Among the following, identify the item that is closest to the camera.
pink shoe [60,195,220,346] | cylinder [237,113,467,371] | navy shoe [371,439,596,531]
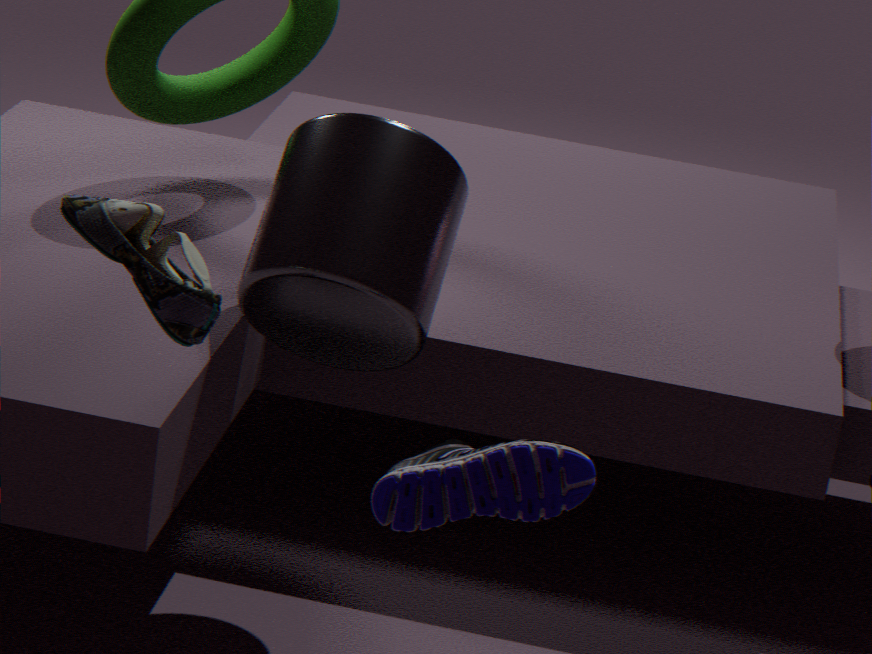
pink shoe [60,195,220,346]
